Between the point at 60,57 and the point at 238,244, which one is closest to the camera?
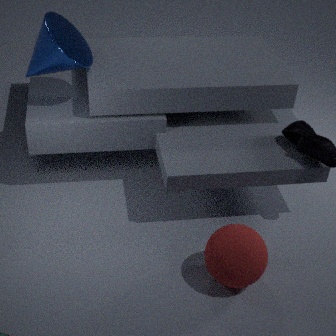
the point at 238,244
